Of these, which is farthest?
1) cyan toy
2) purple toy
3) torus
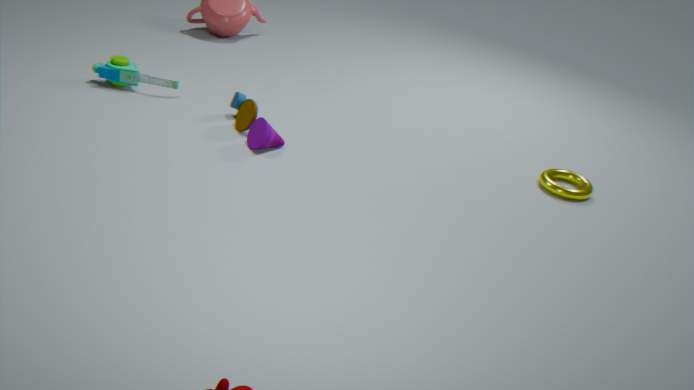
1. cyan toy
